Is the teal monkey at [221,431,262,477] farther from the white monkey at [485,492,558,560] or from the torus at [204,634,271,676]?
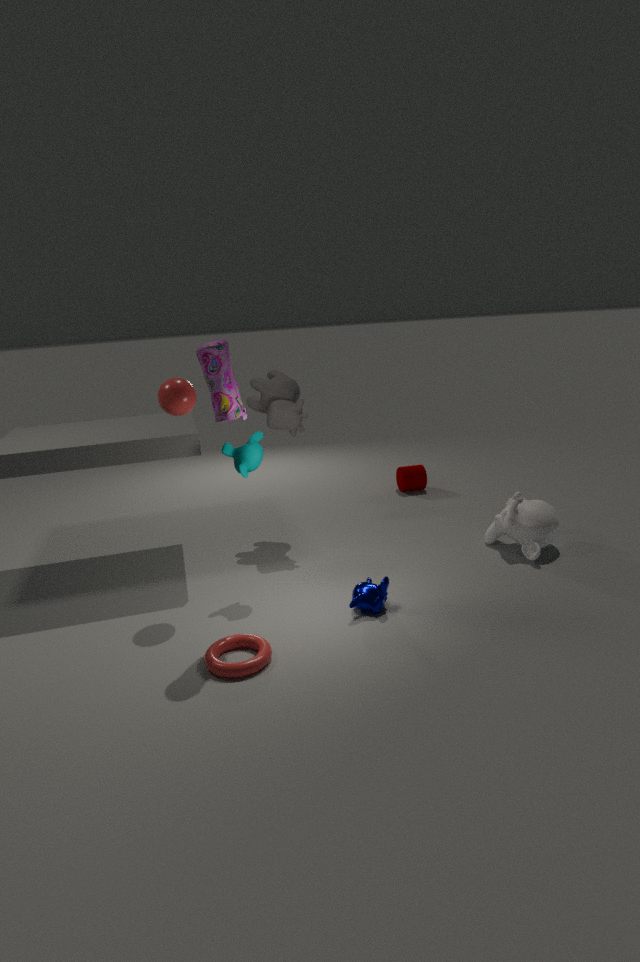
the white monkey at [485,492,558,560]
